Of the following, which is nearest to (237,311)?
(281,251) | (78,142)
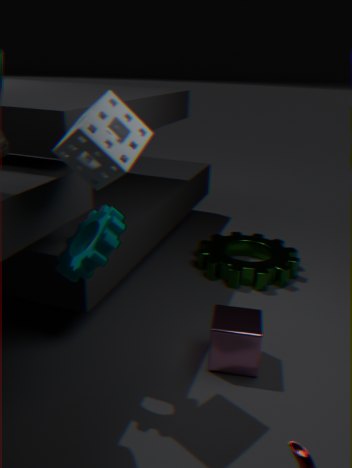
(281,251)
